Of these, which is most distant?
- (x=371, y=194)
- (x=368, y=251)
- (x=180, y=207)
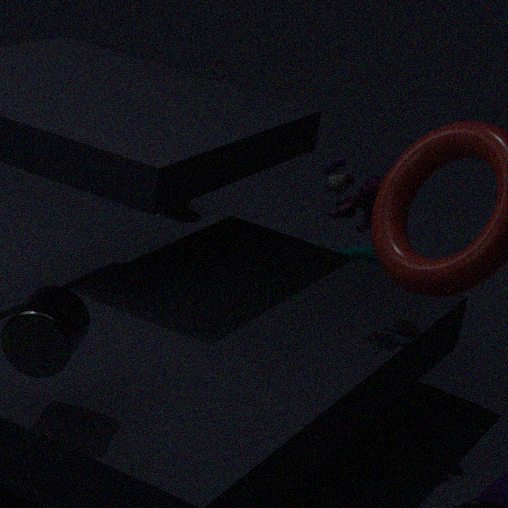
(x=180, y=207)
